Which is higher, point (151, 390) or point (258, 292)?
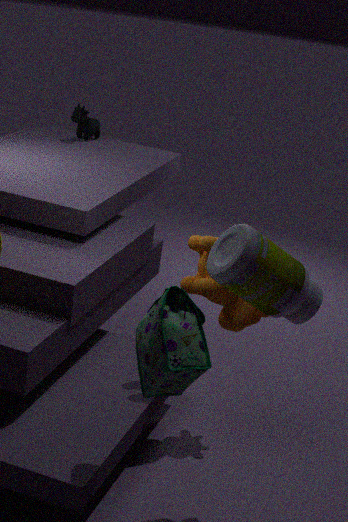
point (258, 292)
